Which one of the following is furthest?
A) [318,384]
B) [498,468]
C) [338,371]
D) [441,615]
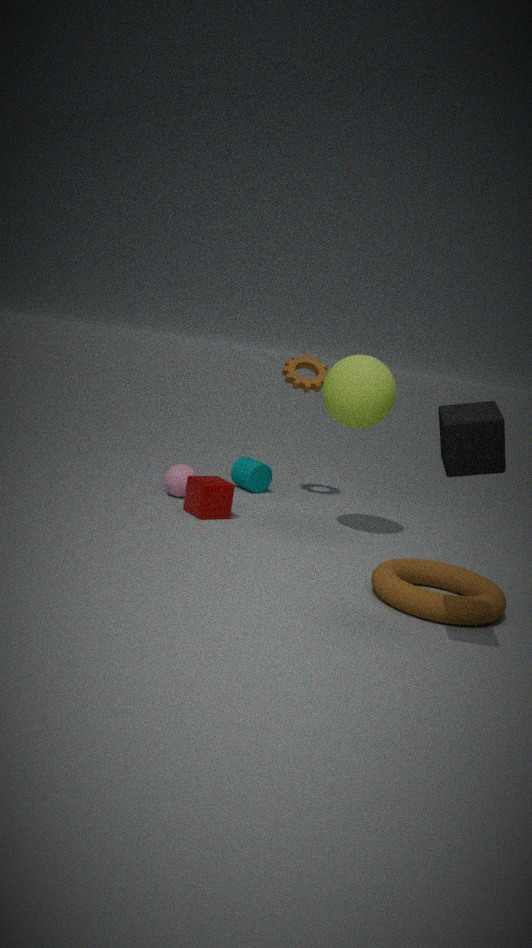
[318,384]
